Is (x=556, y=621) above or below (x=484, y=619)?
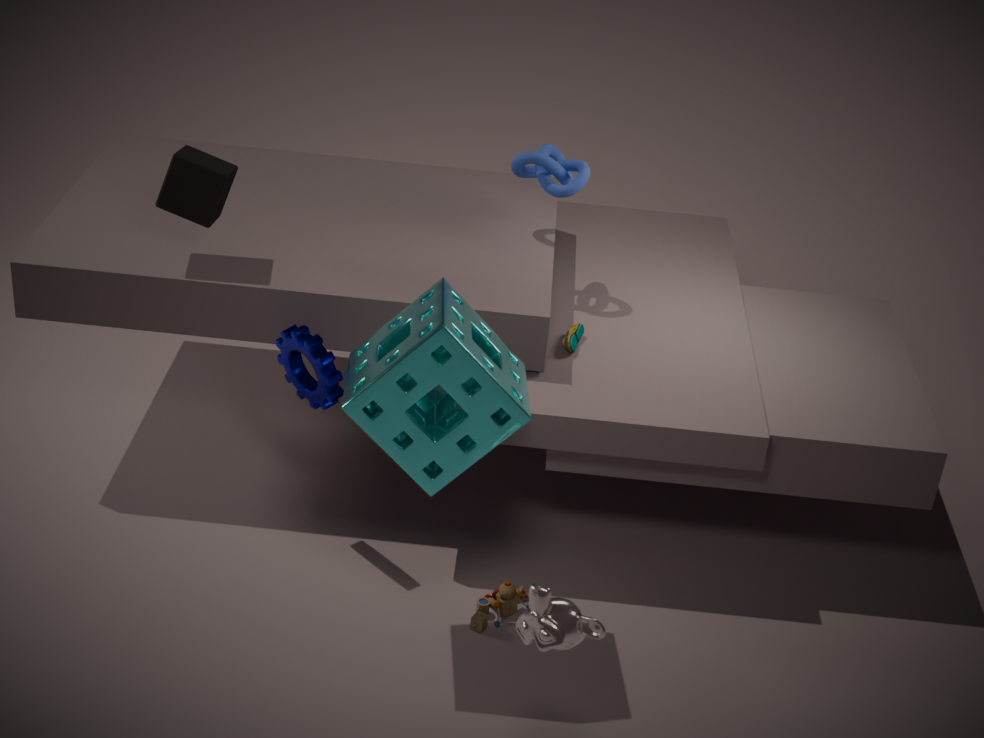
above
